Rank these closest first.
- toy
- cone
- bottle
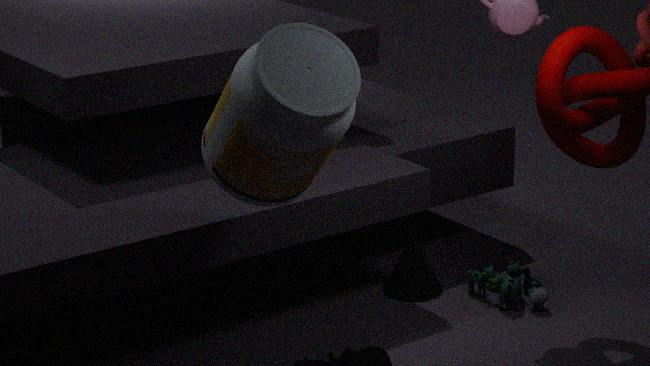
bottle, toy, cone
